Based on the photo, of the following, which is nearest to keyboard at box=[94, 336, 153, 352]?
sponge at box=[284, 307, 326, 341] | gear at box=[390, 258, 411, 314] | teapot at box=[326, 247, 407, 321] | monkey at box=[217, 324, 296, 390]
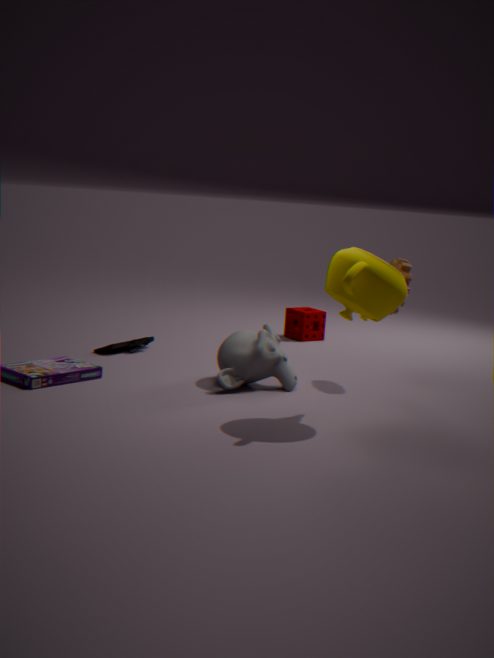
monkey at box=[217, 324, 296, 390]
